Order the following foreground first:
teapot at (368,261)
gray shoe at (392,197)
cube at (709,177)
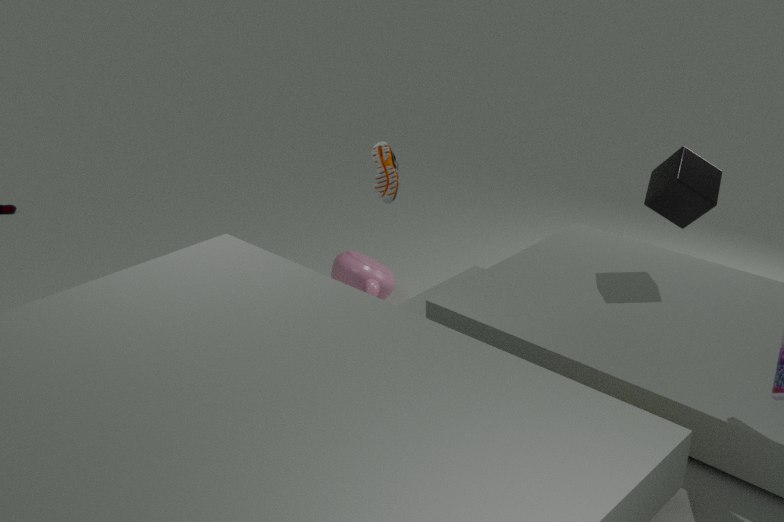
cube at (709,177) → gray shoe at (392,197) → teapot at (368,261)
